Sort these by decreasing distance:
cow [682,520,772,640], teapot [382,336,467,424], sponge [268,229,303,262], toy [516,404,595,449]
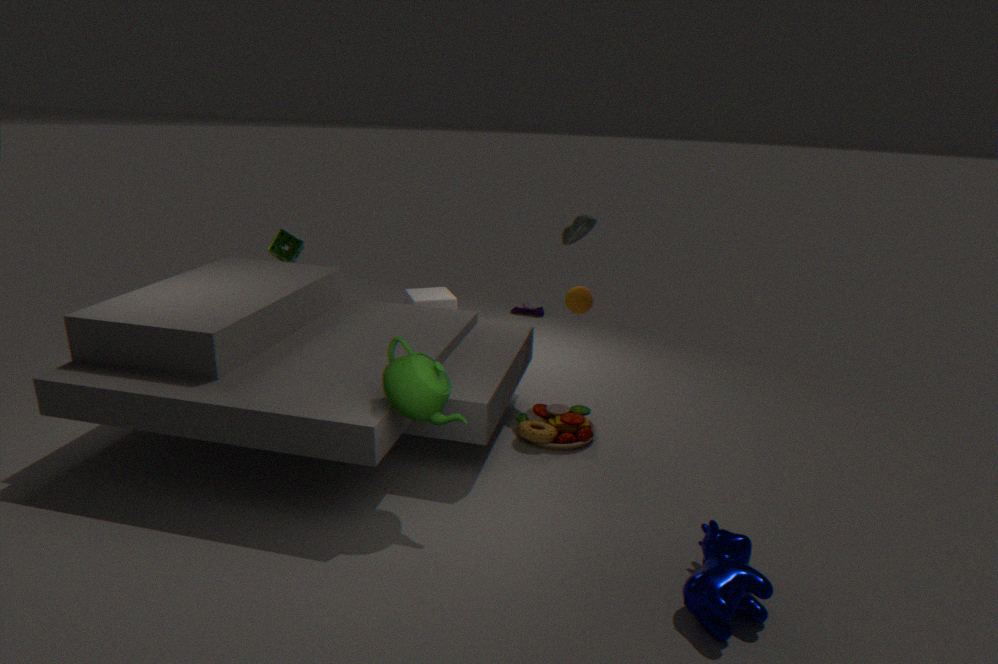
sponge [268,229,303,262]
toy [516,404,595,449]
teapot [382,336,467,424]
cow [682,520,772,640]
